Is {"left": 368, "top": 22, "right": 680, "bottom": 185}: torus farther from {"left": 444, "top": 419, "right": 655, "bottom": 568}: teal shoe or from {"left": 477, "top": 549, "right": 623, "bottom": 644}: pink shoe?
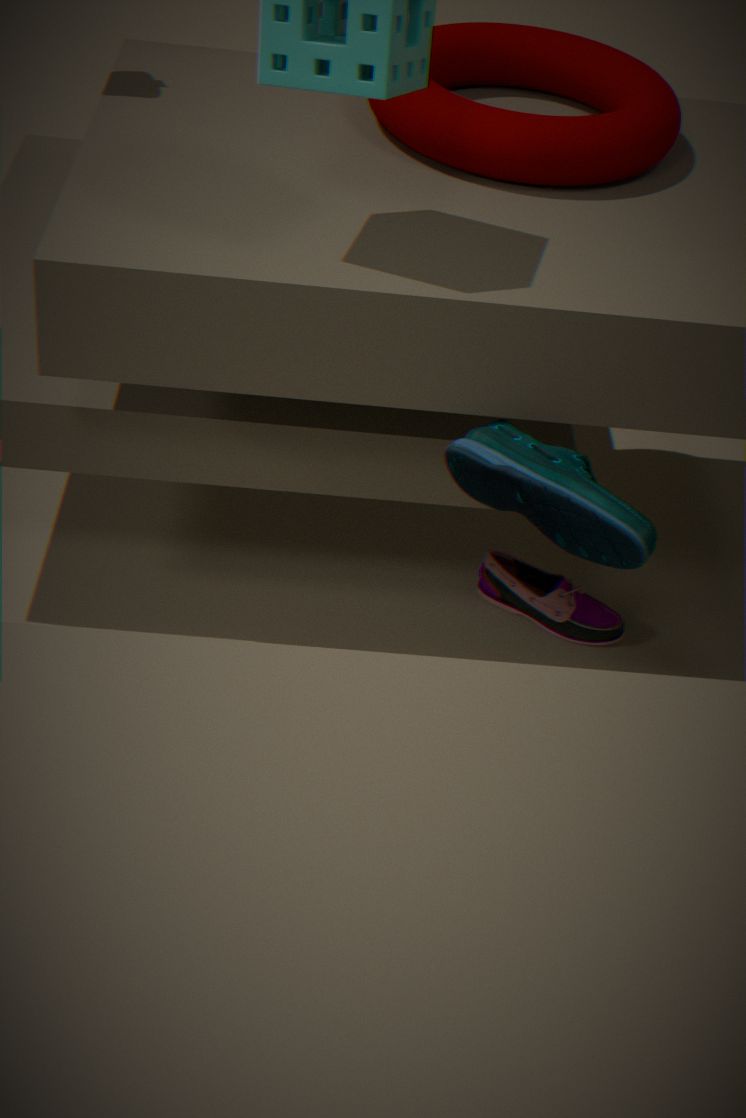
{"left": 477, "top": 549, "right": 623, "bottom": 644}: pink shoe
